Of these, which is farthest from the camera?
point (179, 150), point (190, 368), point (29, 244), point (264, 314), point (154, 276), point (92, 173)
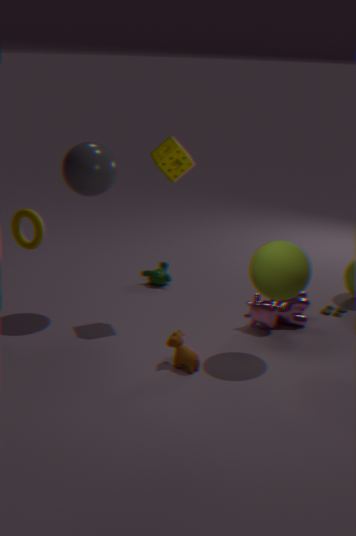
point (154, 276)
